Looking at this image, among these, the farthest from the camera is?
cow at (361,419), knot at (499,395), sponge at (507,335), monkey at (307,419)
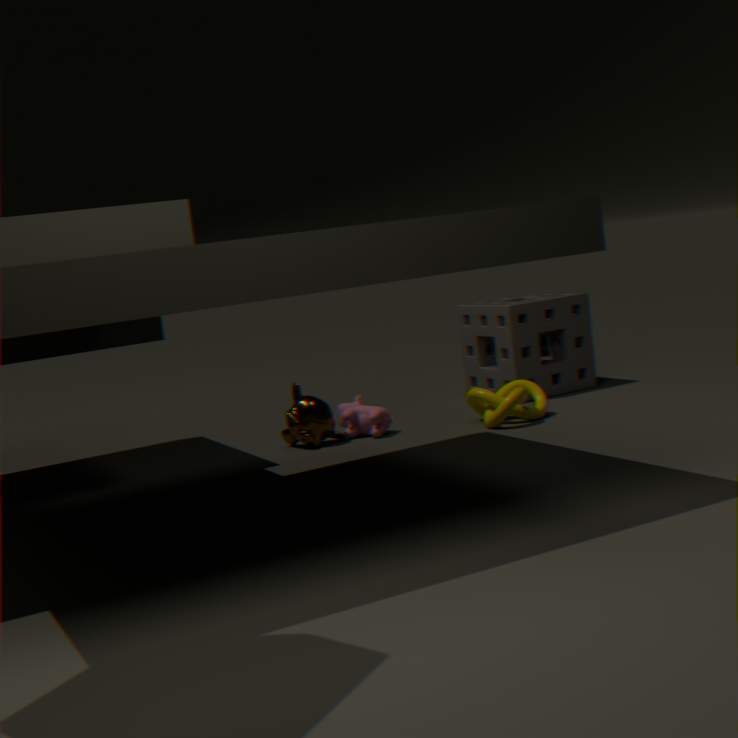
sponge at (507,335)
